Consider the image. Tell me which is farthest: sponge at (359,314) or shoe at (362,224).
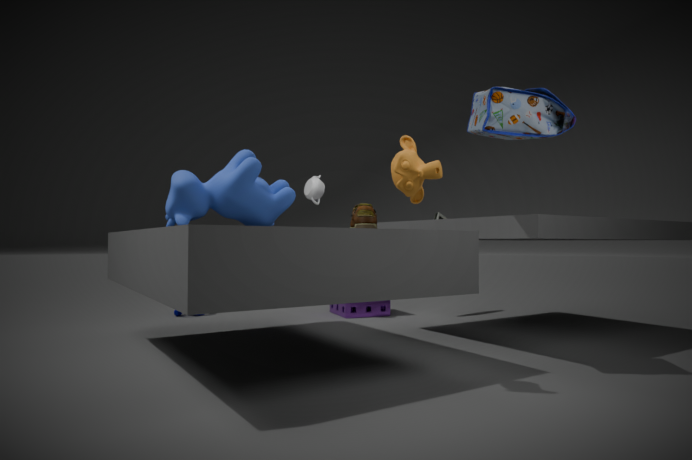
sponge at (359,314)
